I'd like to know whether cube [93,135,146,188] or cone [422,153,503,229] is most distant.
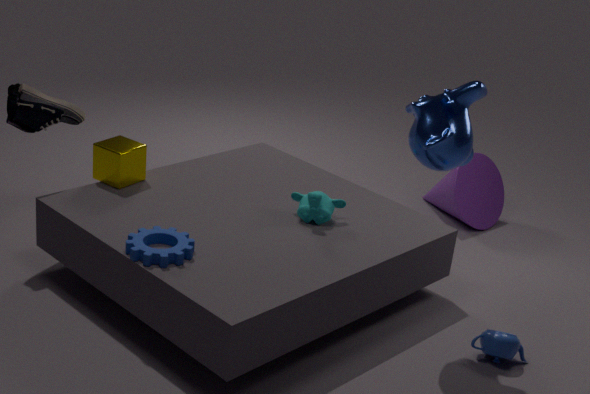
cone [422,153,503,229]
